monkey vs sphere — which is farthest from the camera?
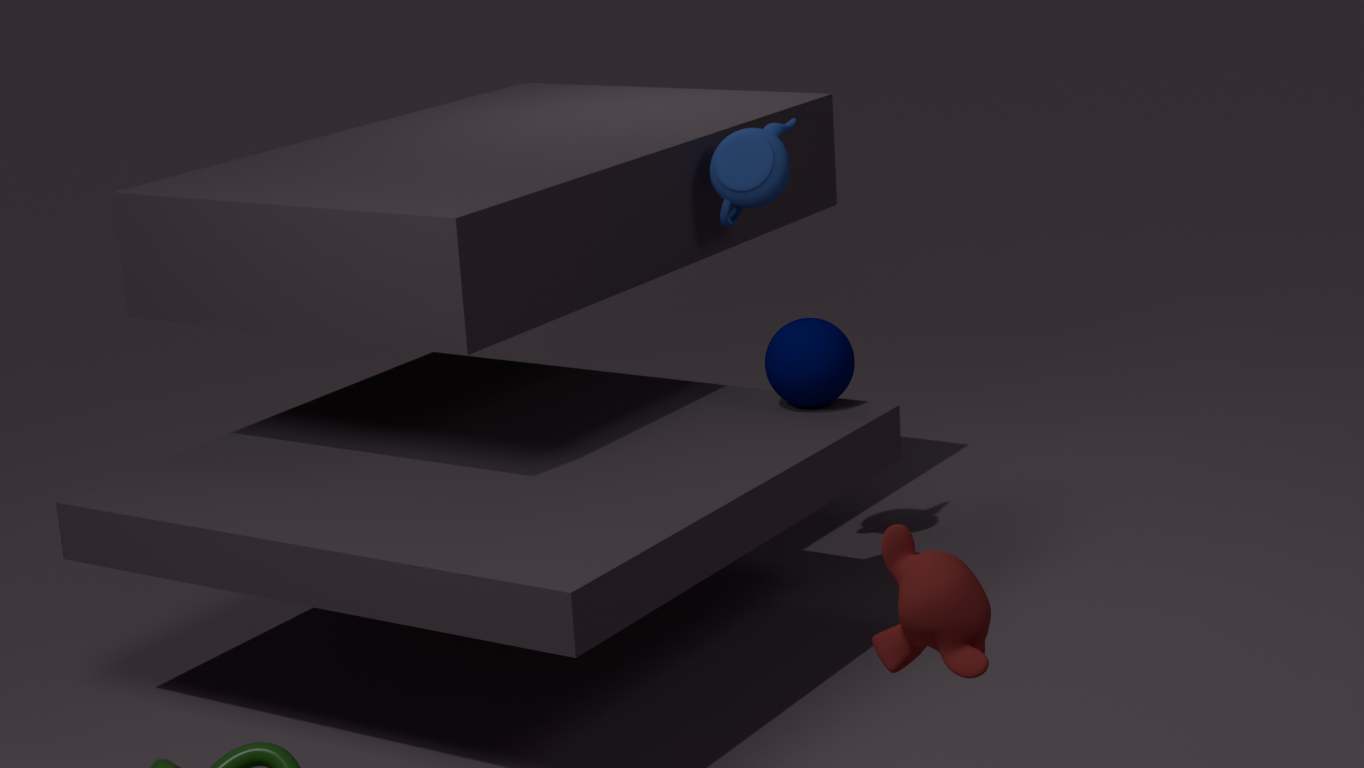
sphere
